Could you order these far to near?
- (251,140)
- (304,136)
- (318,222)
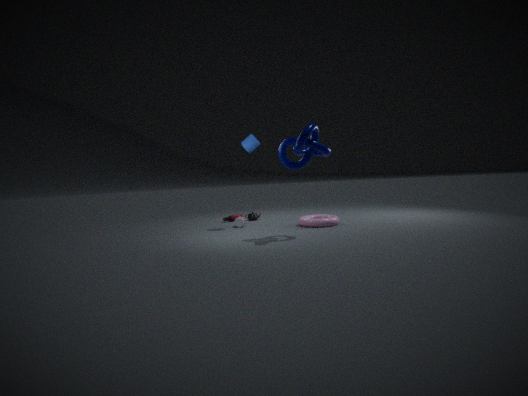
(251,140)
(318,222)
(304,136)
